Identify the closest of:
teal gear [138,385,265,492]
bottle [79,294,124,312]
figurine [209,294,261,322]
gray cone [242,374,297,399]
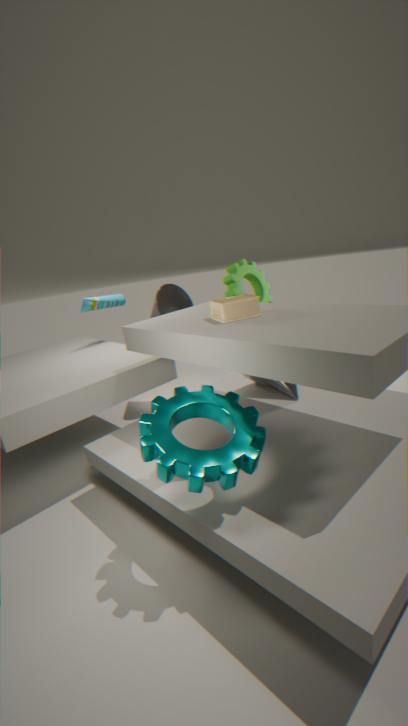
teal gear [138,385,265,492]
